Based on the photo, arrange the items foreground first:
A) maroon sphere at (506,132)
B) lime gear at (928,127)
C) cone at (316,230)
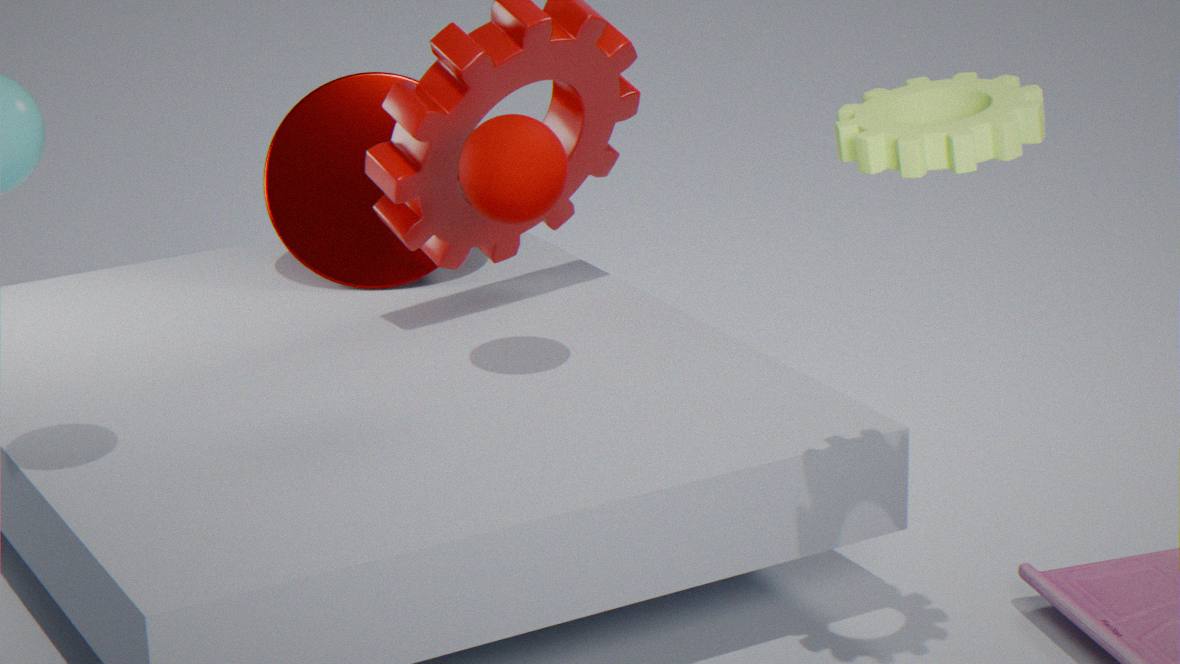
lime gear at (928,127)
maroon sphere at (506,132)
cone at (316,230)
